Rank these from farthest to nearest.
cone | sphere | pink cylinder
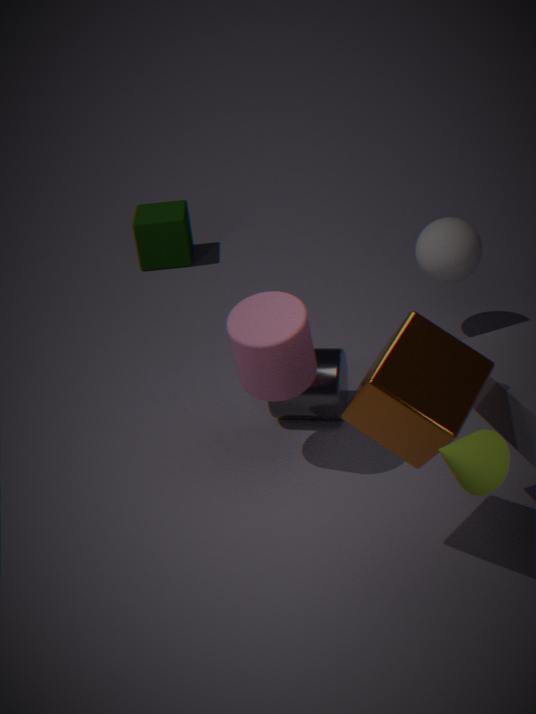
sphere
pink cylinder
cone
